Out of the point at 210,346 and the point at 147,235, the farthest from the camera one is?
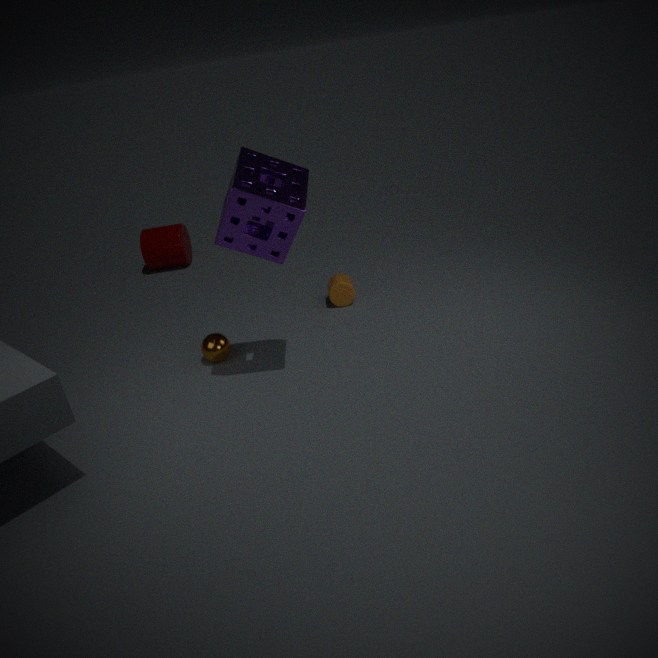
the point at 147,235
